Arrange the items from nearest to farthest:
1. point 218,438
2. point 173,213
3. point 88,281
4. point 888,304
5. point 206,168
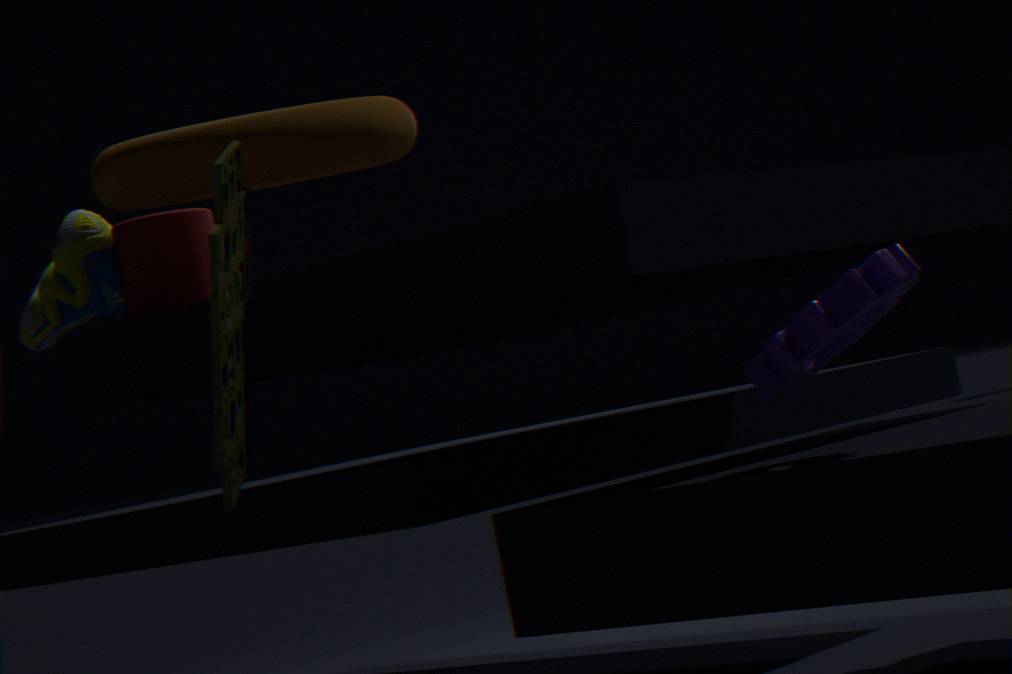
point 218,438
point 888,304
point 206,168
point 173,213
point 88,281
